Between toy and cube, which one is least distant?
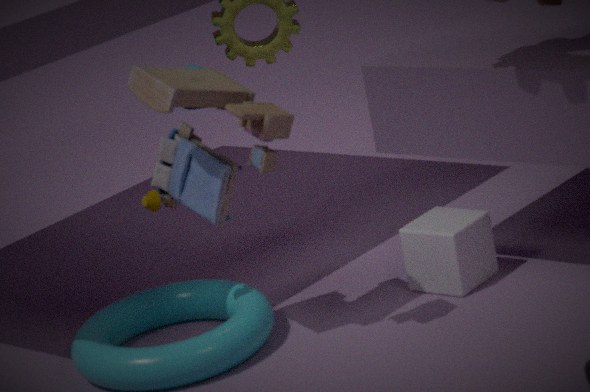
toy
